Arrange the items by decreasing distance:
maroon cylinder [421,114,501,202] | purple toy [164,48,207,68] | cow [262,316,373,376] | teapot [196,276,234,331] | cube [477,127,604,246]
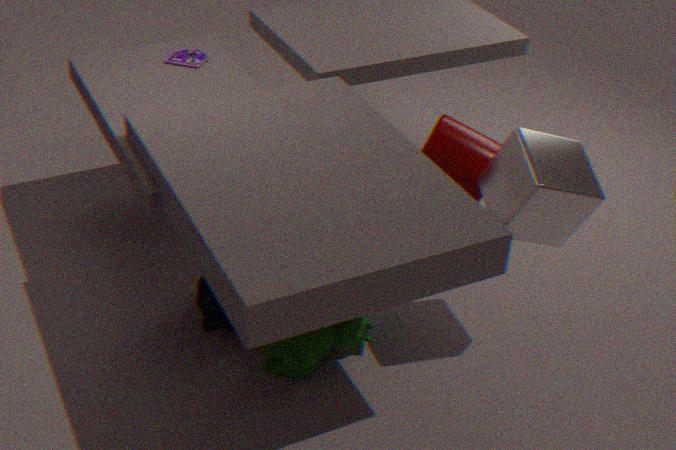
purple toy [164,48,207,68], maroon cylinder [421,114,501,202], teapot [196,276,234,331], cow [262,316,373,376], cube [477,127,604,246]
